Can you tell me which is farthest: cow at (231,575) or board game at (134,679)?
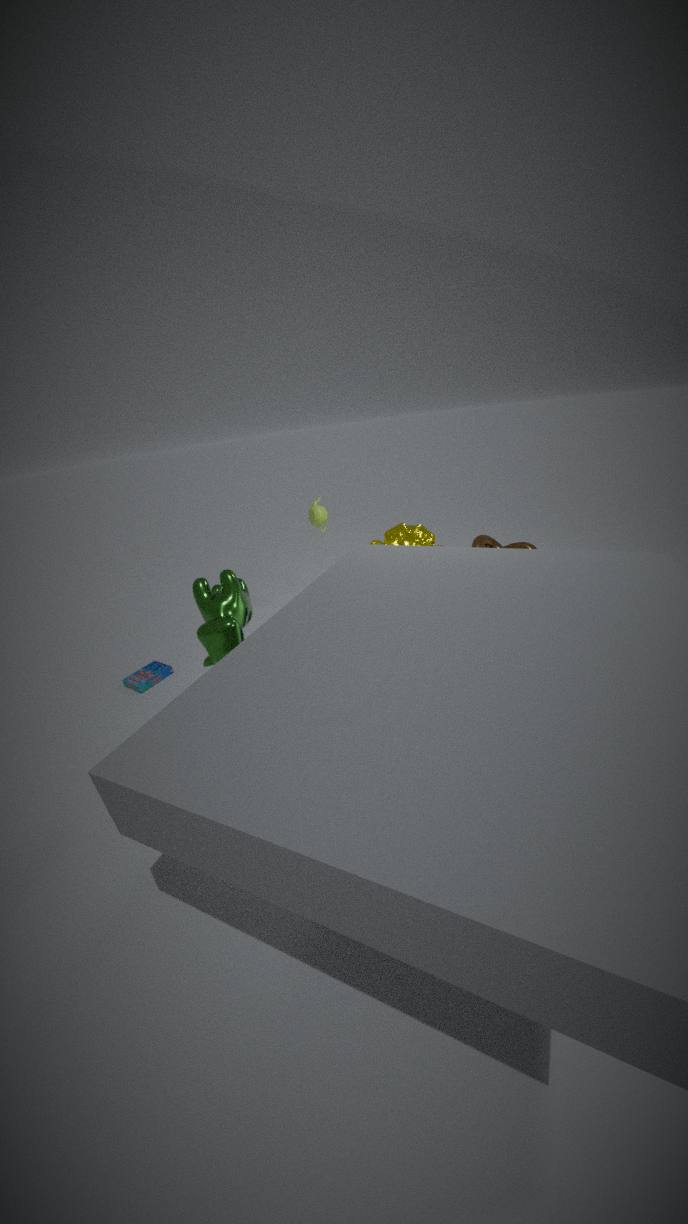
board game at (134,679)
